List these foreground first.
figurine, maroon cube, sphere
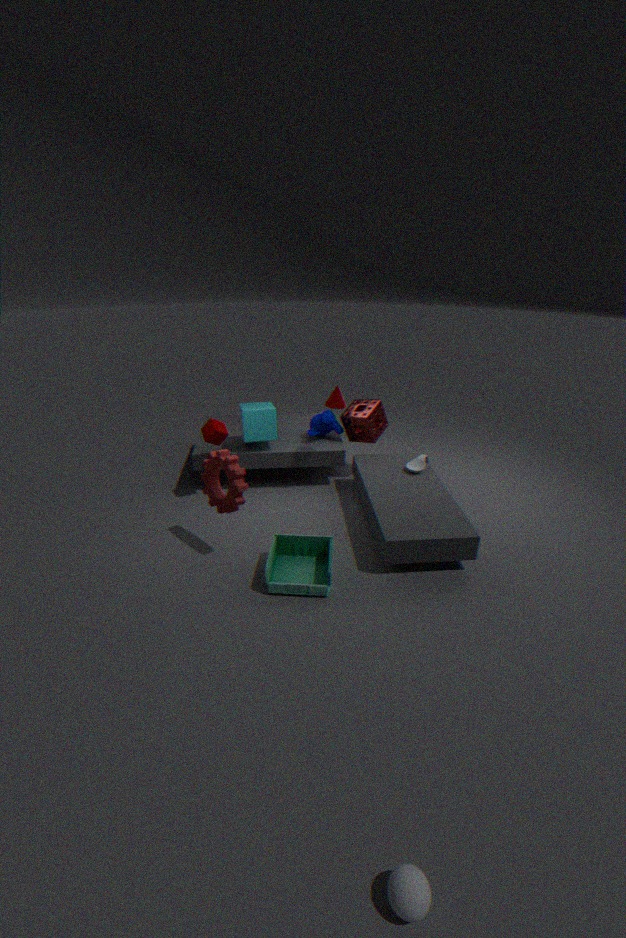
sphere → figurine → maroon cube
